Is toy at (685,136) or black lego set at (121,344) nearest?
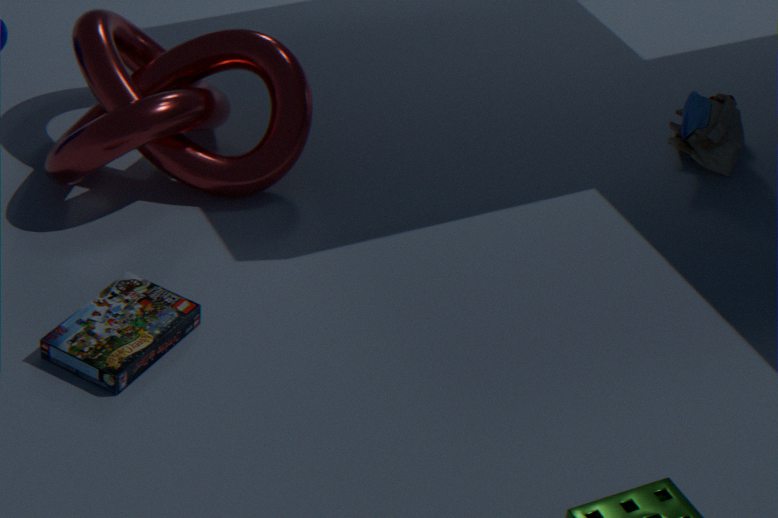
black lego set at (121,344)
